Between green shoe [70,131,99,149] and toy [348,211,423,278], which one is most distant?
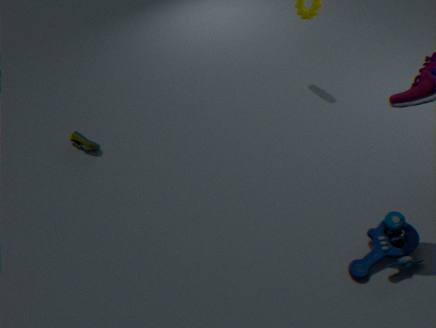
green shoe [70,131,99,149]
